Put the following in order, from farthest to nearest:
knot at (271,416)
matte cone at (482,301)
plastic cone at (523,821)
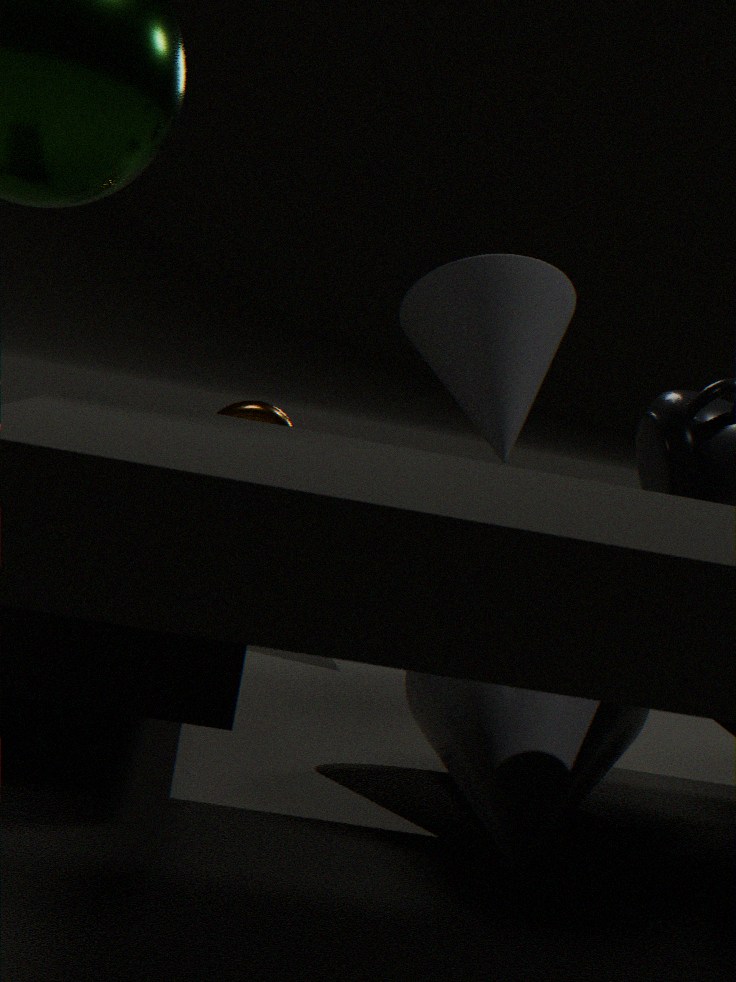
matte cone at (482,301), knot at (271,416), plastic cone at (523,821)
